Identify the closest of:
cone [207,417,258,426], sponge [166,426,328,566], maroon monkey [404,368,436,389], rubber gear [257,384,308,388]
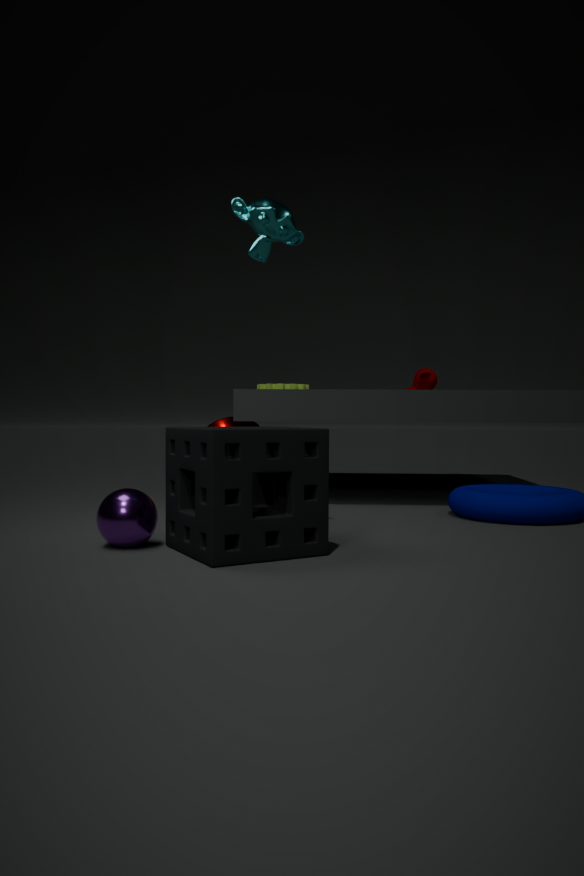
sponge [166,426,328,566]
